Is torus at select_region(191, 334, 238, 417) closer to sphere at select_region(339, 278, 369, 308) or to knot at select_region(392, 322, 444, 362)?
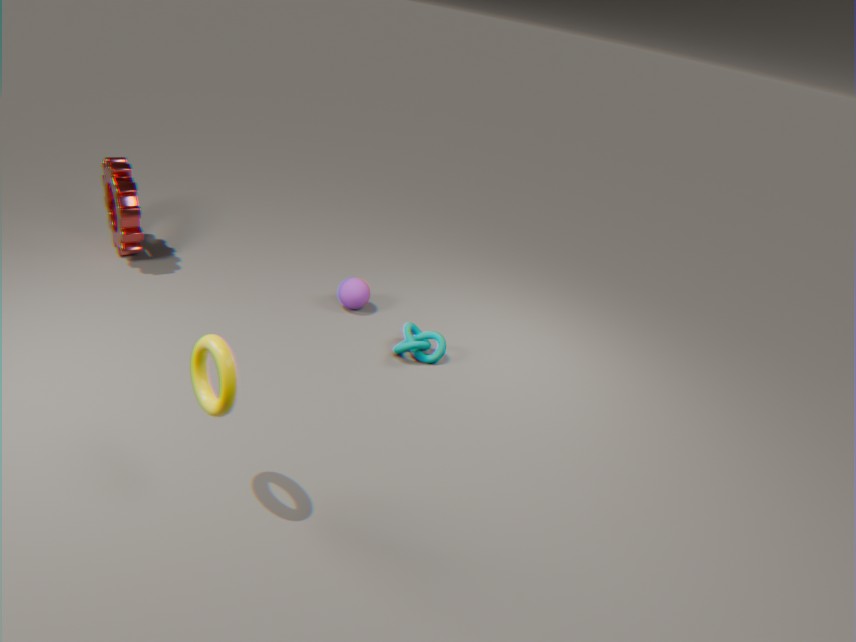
knot at select_region(392, 322, 444, 362)
